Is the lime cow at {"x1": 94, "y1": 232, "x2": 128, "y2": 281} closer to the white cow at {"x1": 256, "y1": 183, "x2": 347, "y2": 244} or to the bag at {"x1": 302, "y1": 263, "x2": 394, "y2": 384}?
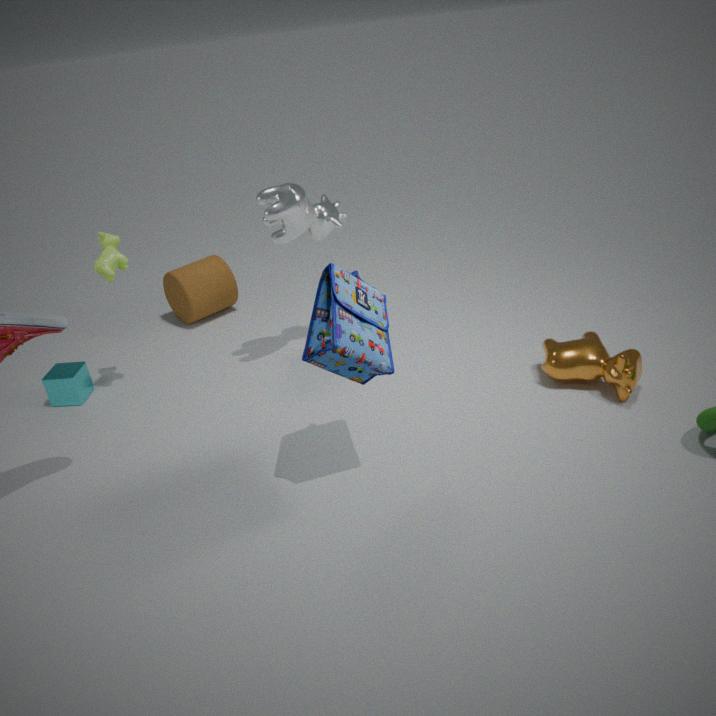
the white cow at {"x1": 256, "y1": 183, "x2": 347, "y2": 244}
